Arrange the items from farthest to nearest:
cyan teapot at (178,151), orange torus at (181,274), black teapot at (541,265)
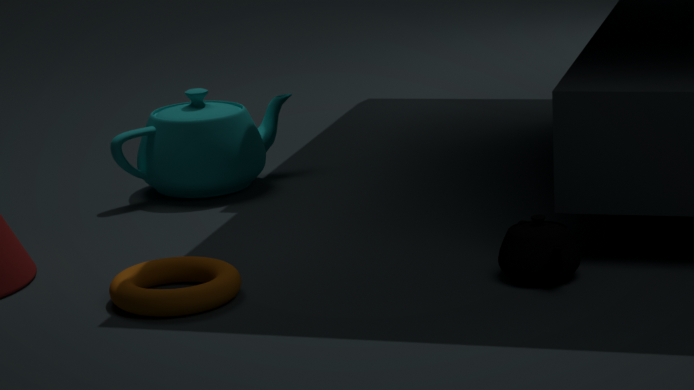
cyan teapot at (178,151), black teapot at (541,265), orange torus at (181,274)
